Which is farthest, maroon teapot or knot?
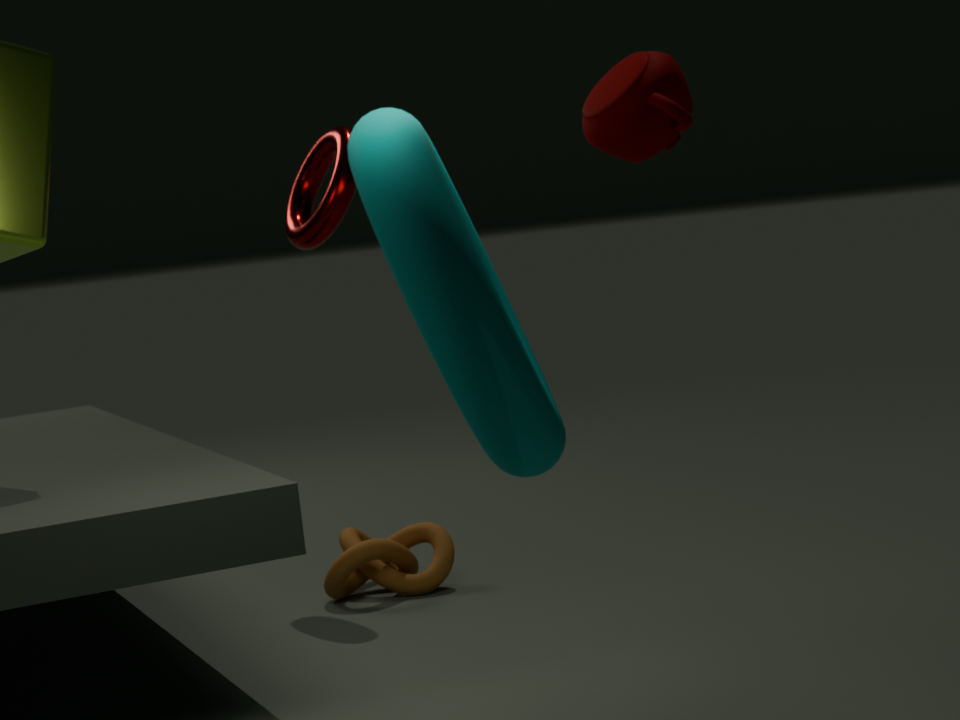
knot
